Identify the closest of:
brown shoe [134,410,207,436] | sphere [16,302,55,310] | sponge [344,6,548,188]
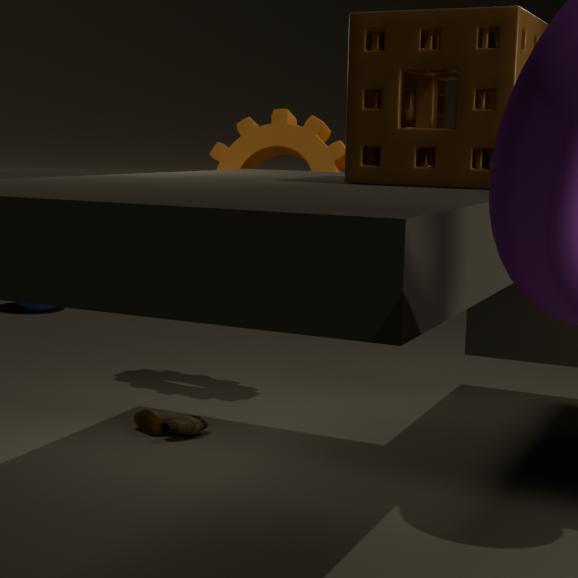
sponge [344,6,548,188]
